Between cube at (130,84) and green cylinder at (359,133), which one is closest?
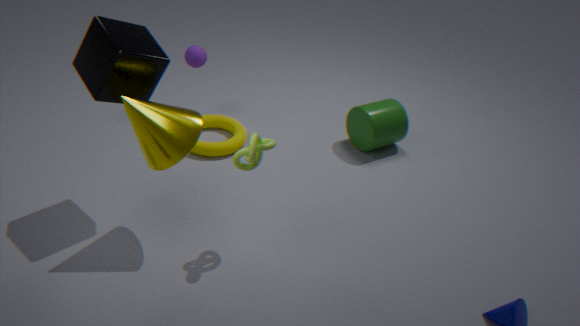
cube at (130,84)
